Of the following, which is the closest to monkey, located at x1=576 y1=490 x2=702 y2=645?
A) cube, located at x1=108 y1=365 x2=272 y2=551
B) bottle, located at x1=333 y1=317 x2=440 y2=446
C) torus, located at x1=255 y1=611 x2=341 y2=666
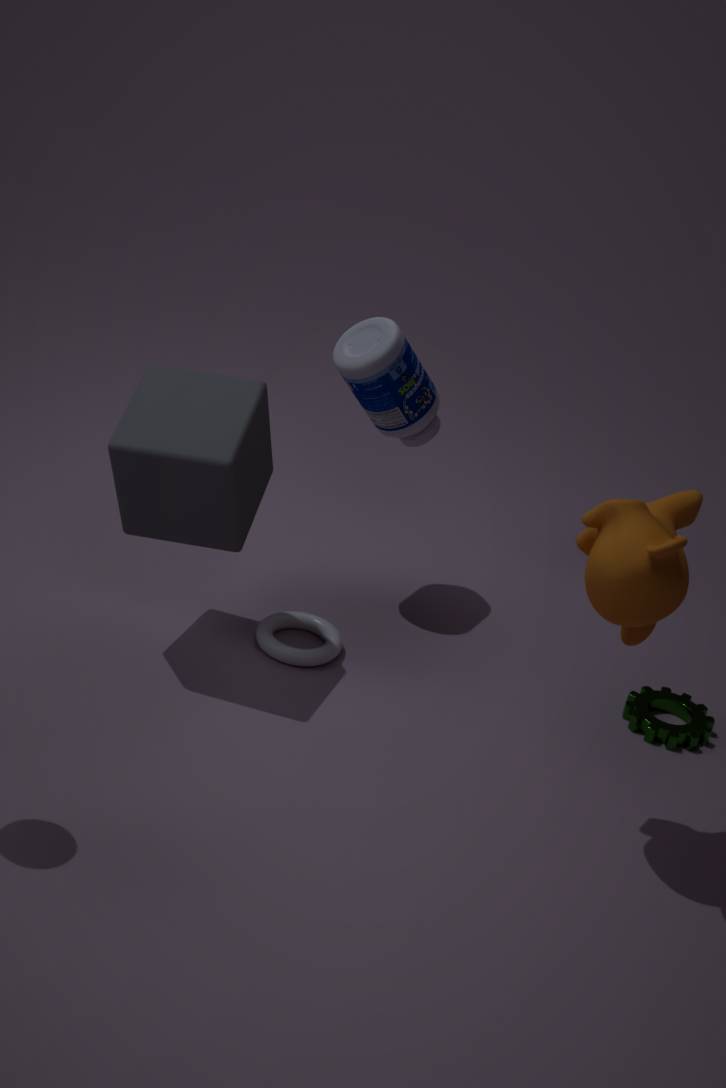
cube, located at x1=108 y1=365 x2=272 y2=551
